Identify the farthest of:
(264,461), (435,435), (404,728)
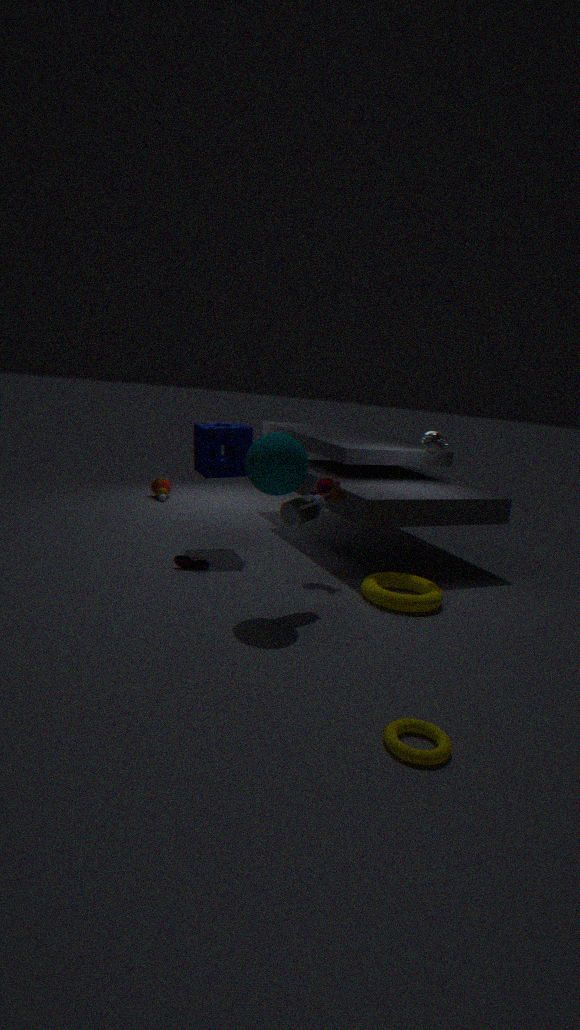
(435,435)
